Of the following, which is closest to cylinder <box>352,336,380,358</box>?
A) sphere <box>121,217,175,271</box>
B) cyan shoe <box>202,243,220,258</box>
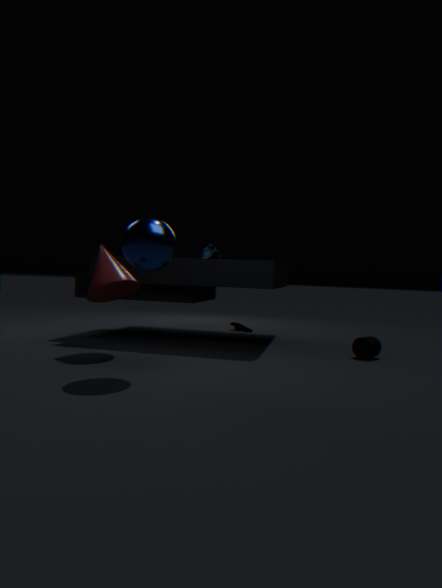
cyan shoe <box>202,243,220,258</box>
